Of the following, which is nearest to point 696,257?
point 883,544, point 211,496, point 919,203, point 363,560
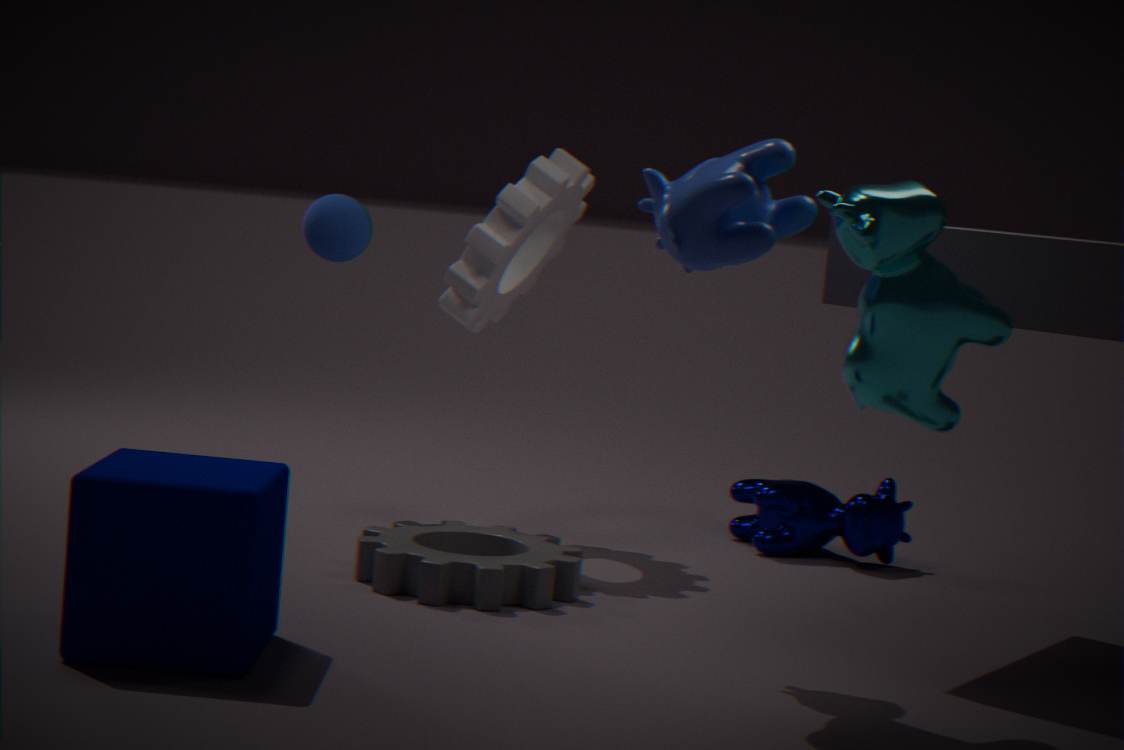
point 919,203
